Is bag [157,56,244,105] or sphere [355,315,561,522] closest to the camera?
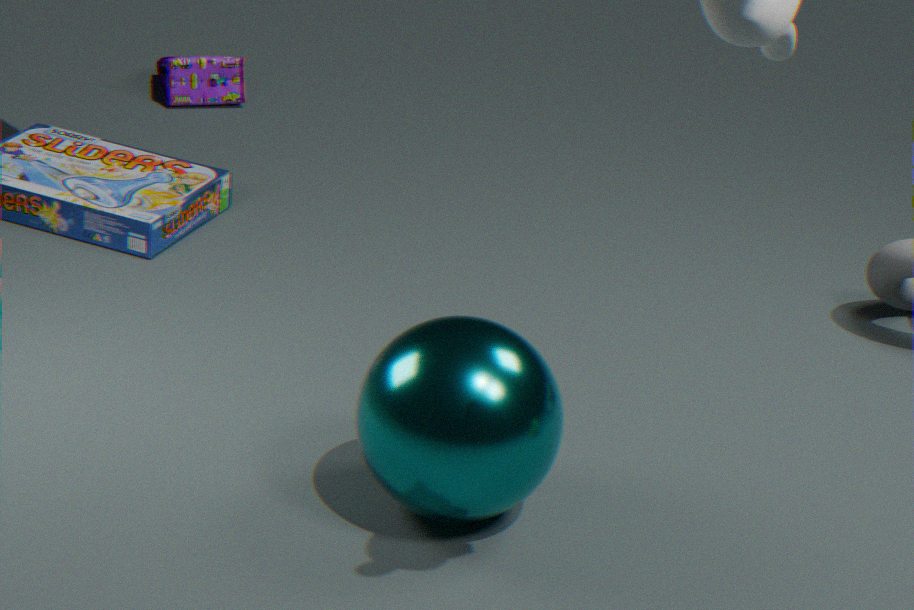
sphere [355,315,561,522]
